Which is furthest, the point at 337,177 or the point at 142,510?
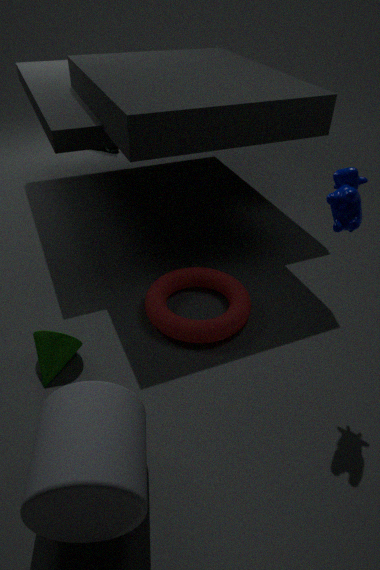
the point at 337,177
